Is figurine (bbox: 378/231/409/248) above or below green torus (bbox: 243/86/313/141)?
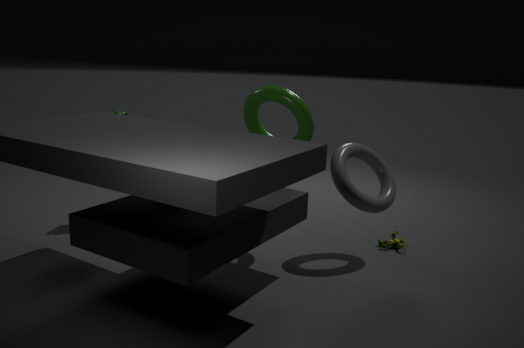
below
